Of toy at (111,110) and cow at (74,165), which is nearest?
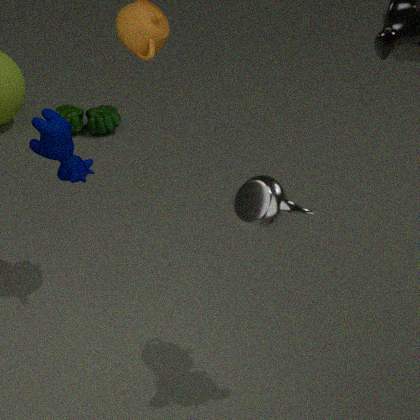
cow at (74,165)
